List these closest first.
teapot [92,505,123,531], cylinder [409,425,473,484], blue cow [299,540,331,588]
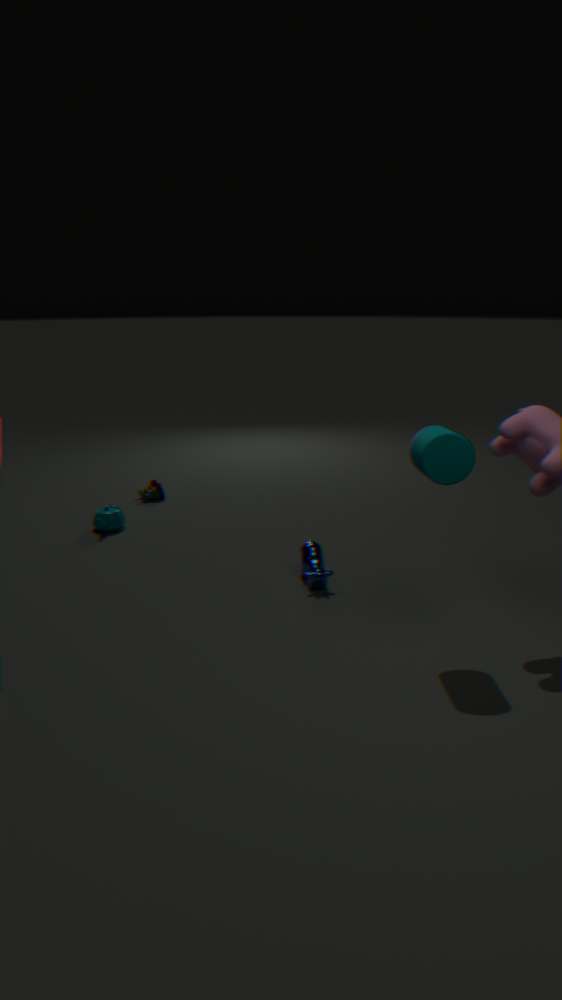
cylinder [409,425,473,484] → blue cow [299,540,331,588] → teapot [92,505,123,531]
